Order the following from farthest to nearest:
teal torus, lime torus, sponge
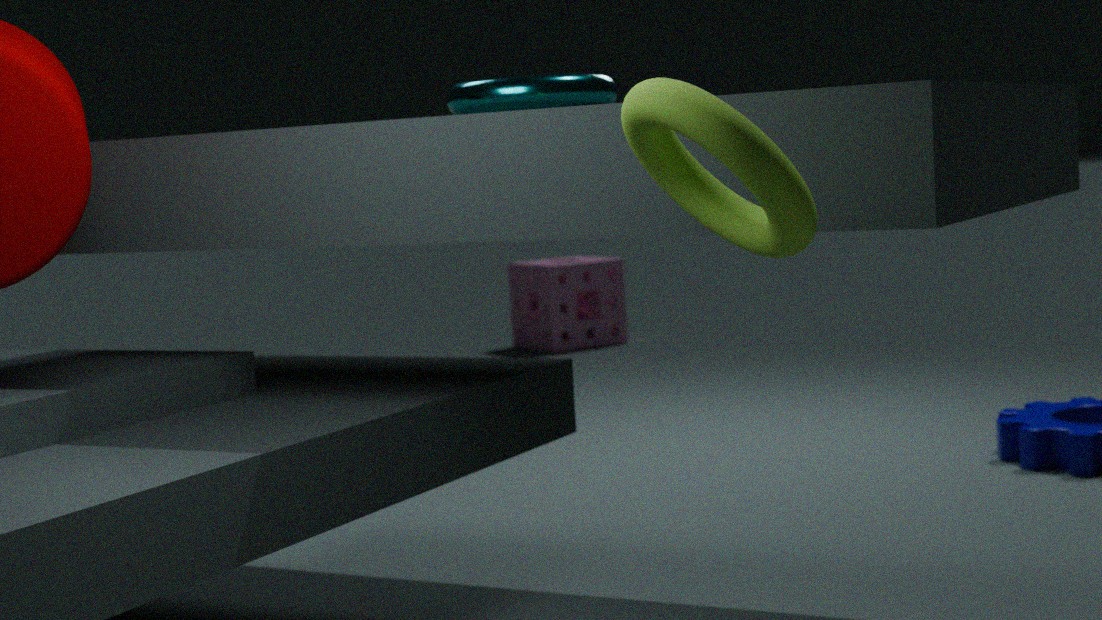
sponge
teal torus
lime torus
